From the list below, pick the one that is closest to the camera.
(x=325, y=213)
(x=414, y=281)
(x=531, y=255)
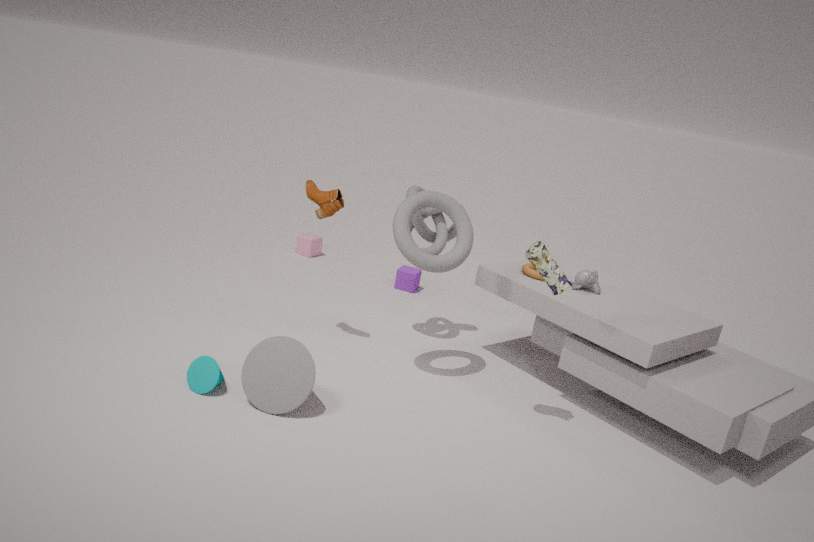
(x=531, y=255)
